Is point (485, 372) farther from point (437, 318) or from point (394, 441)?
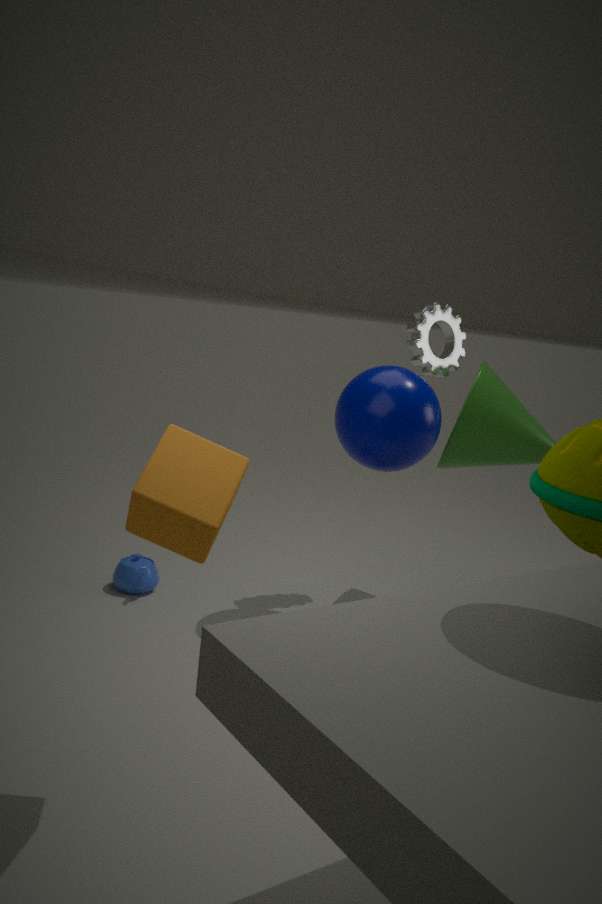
point (394, 441)
